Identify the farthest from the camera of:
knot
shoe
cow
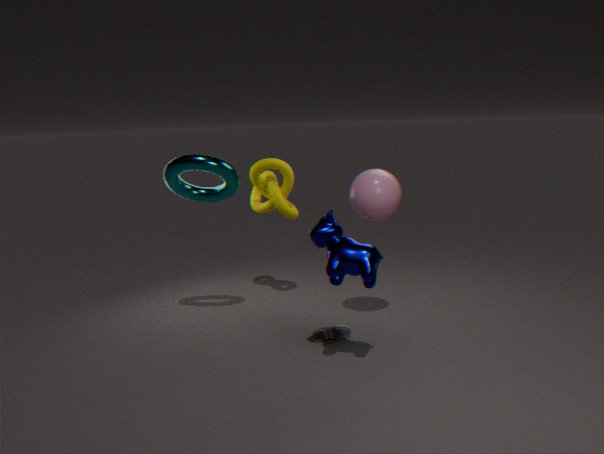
knot
